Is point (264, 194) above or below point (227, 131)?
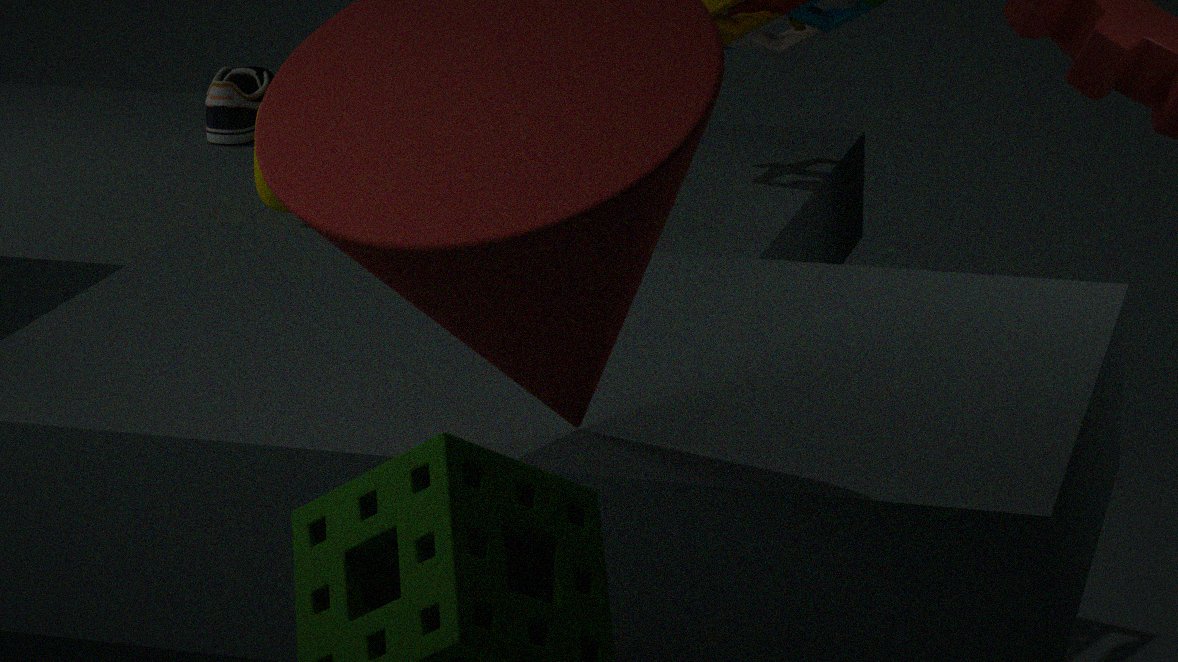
above
